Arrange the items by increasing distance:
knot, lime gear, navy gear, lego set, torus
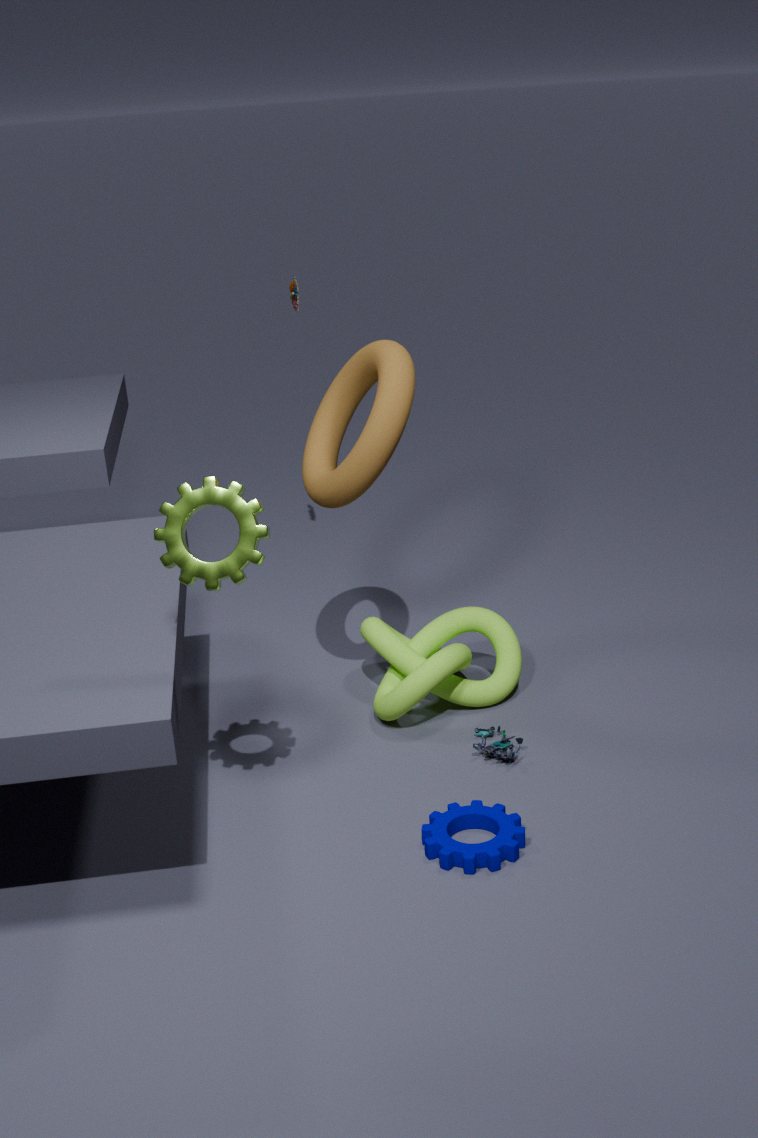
lime gear
navy gear
torus
lego set
knot
